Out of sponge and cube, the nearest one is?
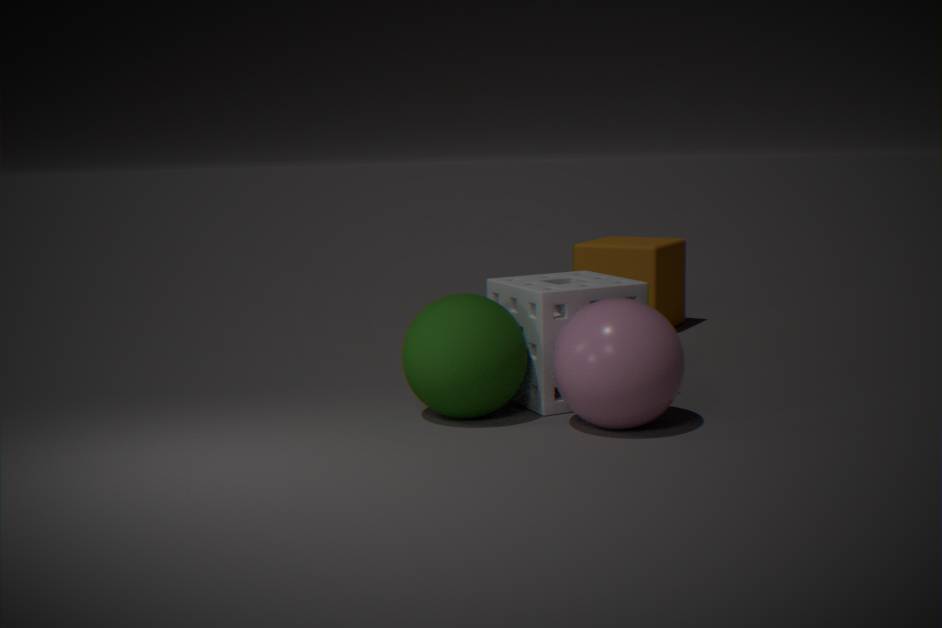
sponge
